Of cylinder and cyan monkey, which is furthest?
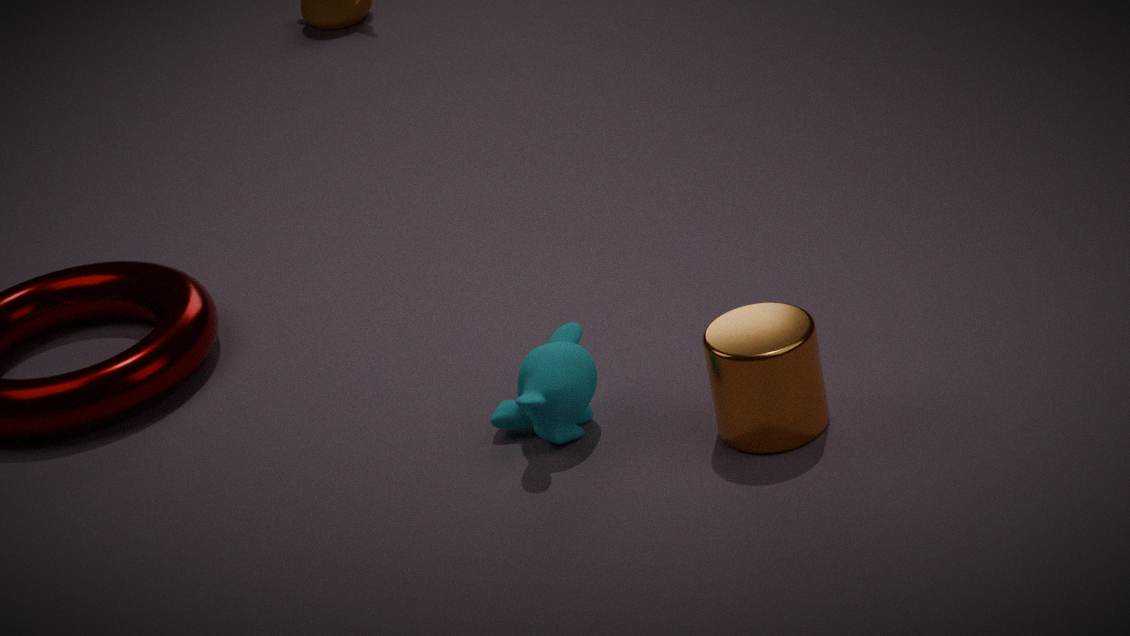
cyan monkey
